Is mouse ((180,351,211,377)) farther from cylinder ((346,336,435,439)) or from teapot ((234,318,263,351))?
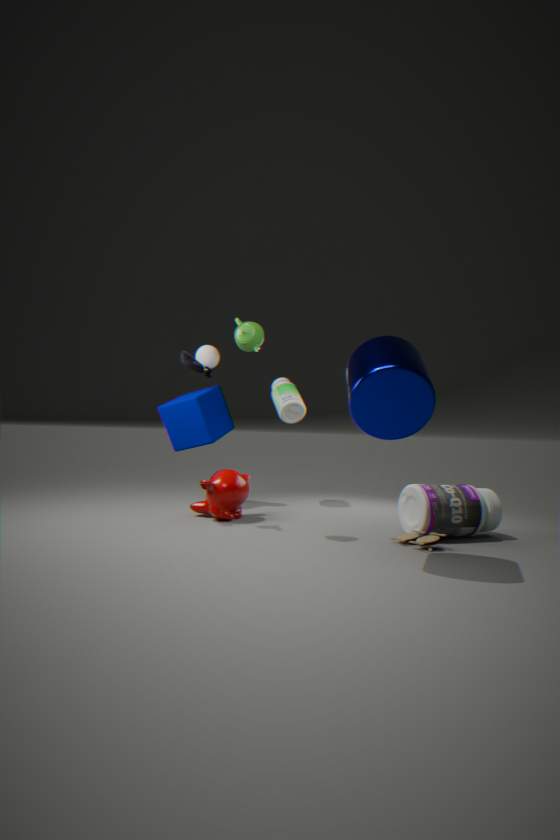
cylinder ((346,336,435,439))
